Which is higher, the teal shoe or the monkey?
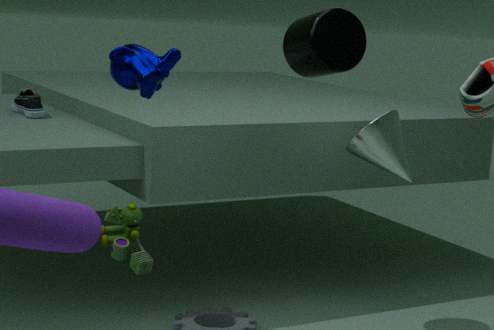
the monkey
